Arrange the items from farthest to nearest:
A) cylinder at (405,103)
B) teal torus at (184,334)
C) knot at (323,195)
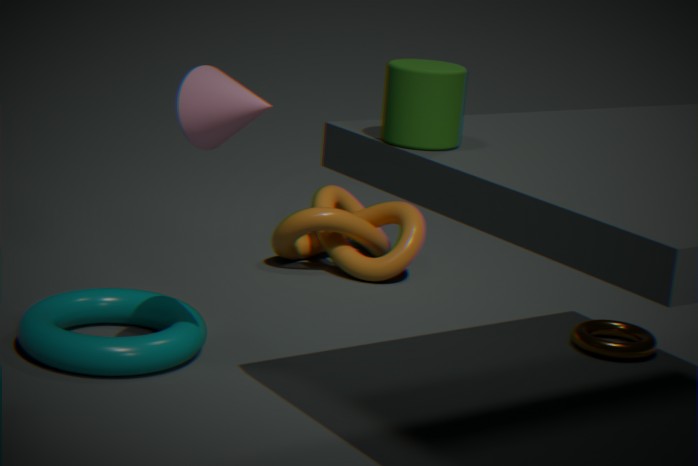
knot at (323,195) < teal torus at (184,334) < cylinder at (405,103)
